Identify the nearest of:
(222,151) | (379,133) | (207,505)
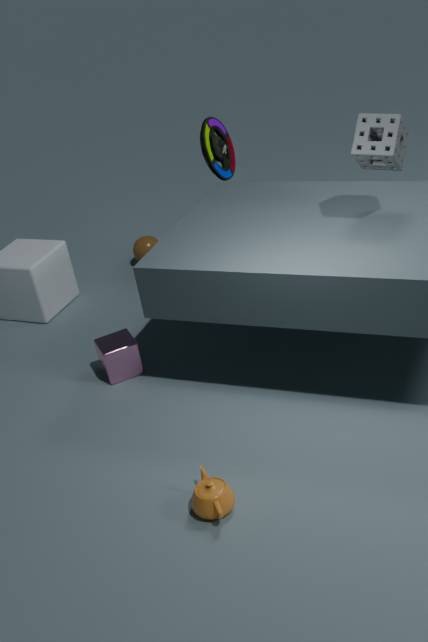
(207,505)
